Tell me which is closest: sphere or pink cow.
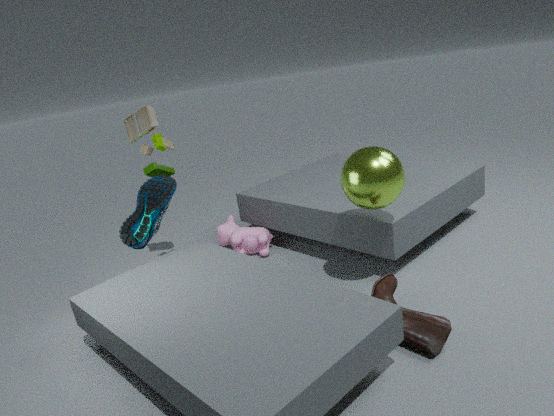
sphere
